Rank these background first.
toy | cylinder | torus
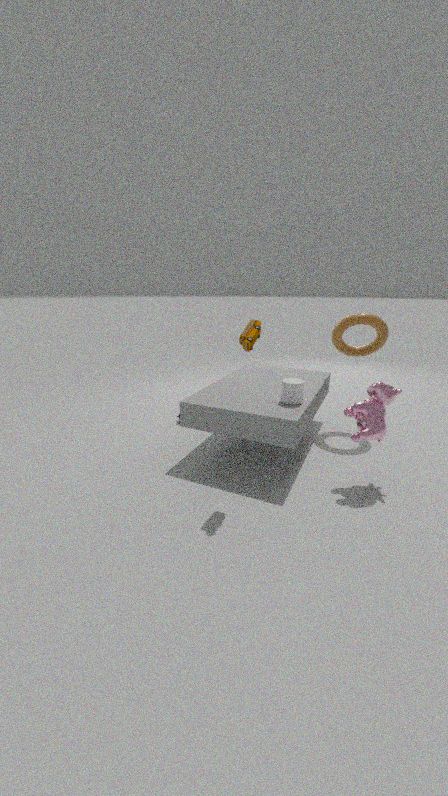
torus < cylinder < toy
